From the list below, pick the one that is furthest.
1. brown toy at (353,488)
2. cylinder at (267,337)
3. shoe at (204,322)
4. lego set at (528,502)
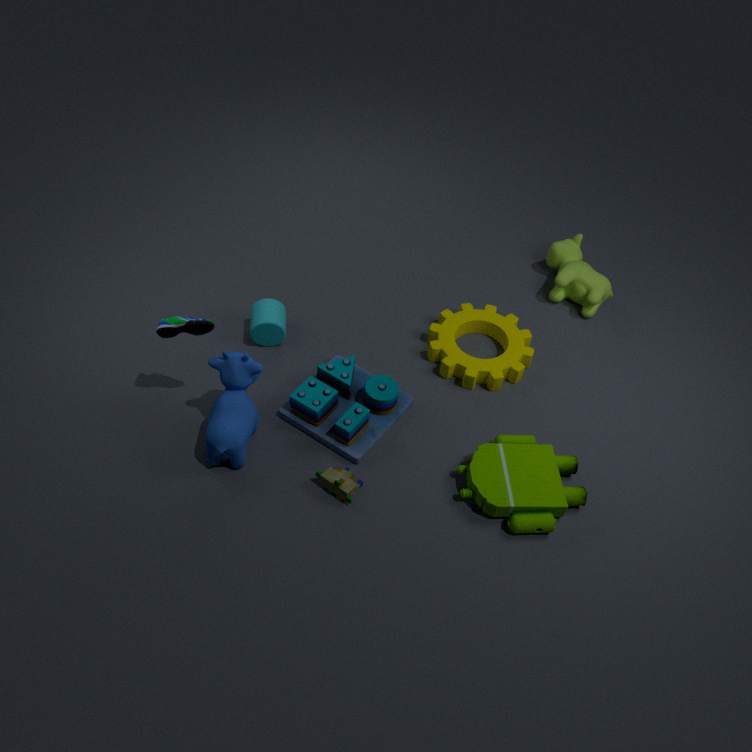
cylinder at (267,337)
